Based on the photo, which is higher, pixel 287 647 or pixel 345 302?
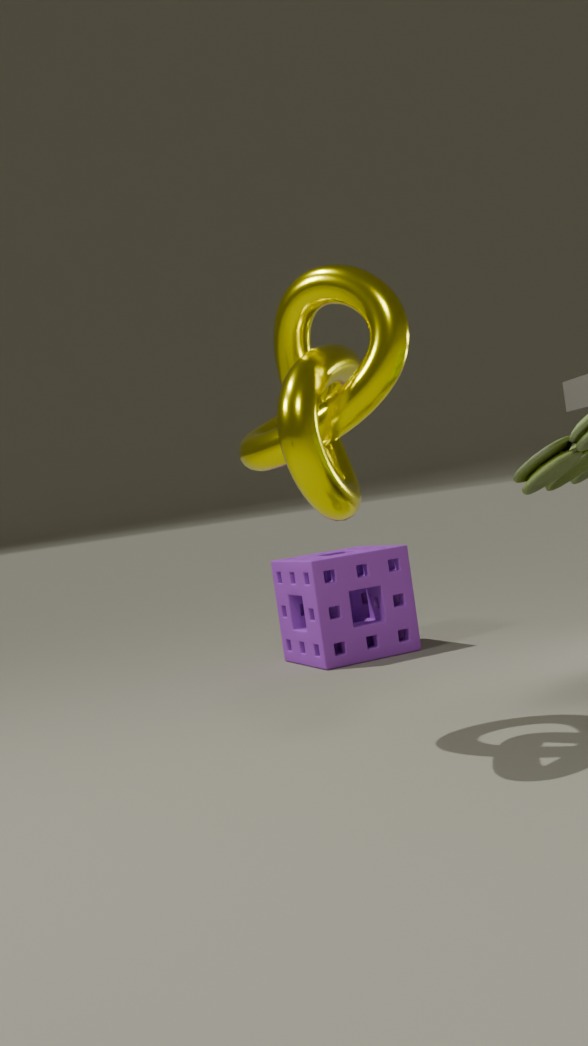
pixel 345 302
